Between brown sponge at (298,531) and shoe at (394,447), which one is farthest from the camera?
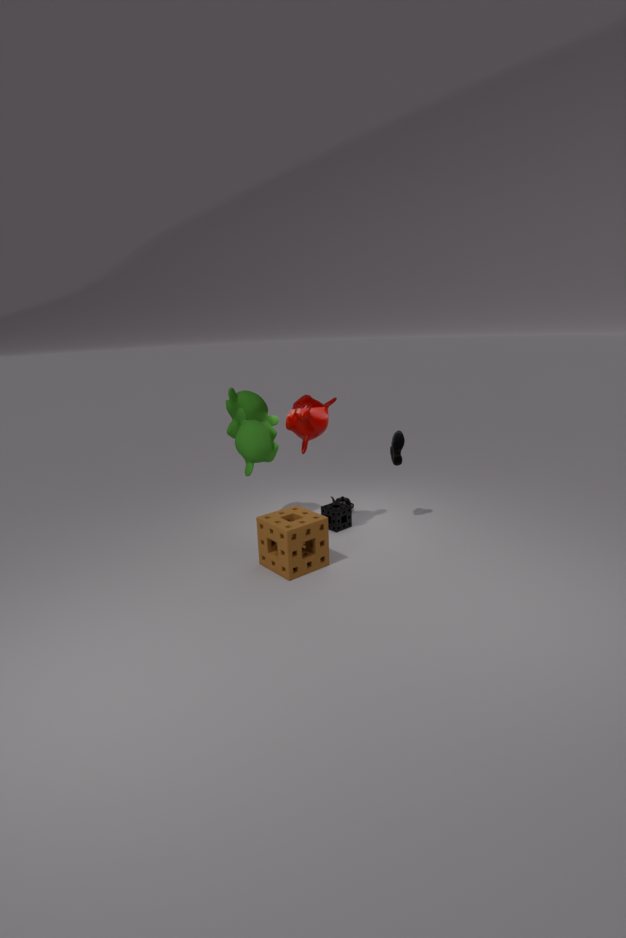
shoe at (394,447)
